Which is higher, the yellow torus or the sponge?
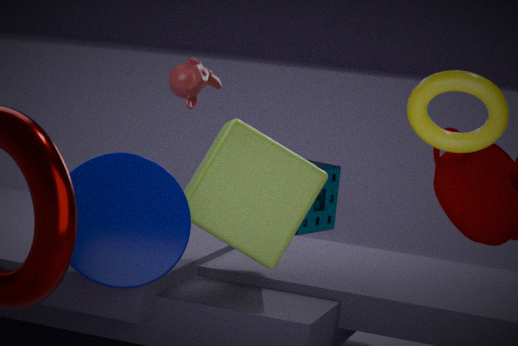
the yellow torus
